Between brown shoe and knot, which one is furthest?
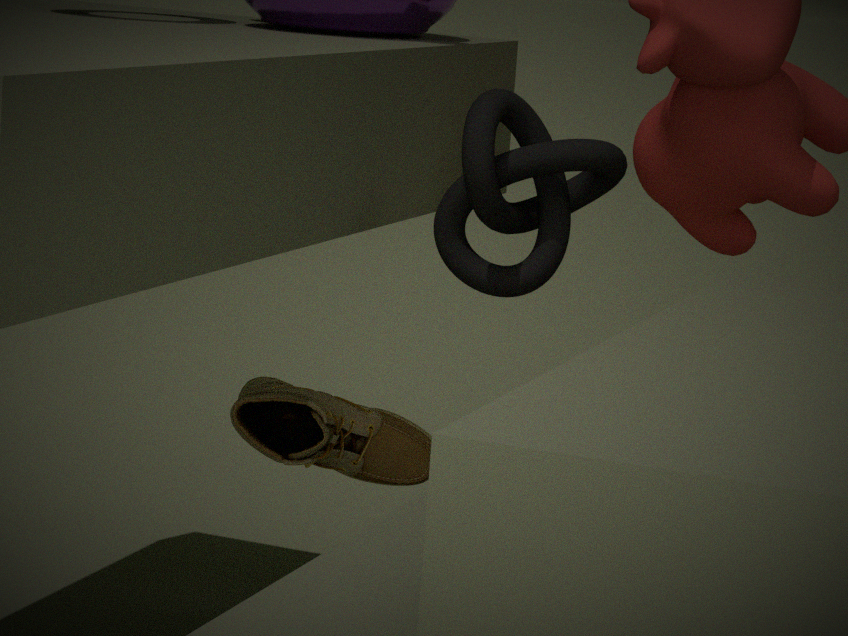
brown shoe
